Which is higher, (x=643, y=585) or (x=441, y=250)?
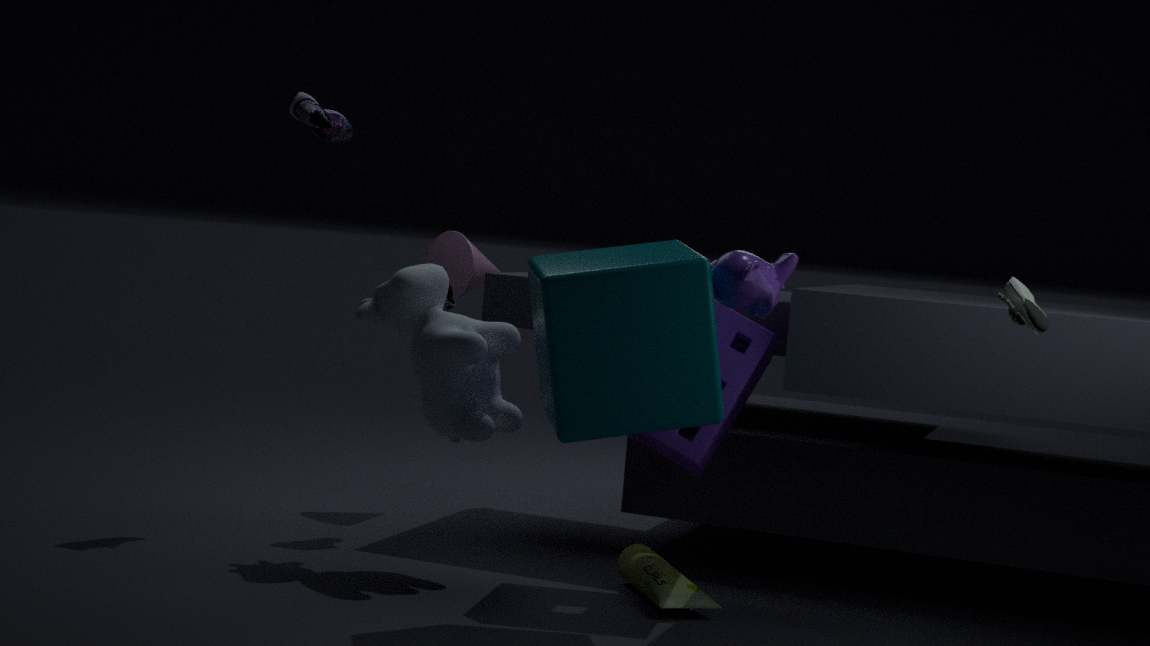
(x=441, y=250)
